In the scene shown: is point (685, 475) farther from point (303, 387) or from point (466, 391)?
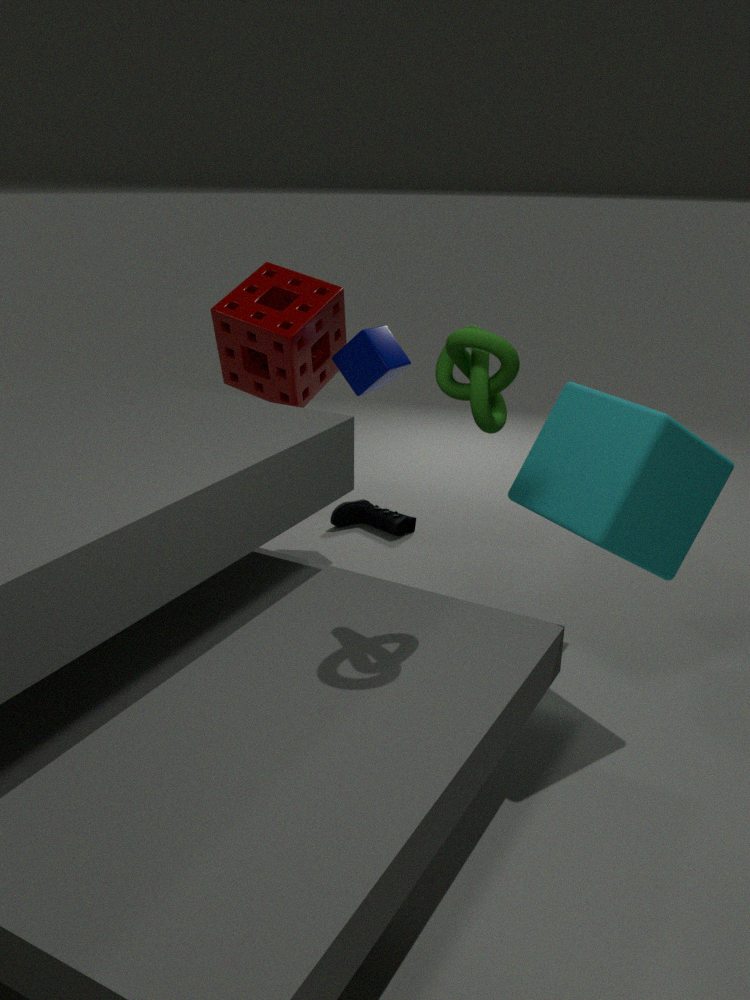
point (303, 387)
